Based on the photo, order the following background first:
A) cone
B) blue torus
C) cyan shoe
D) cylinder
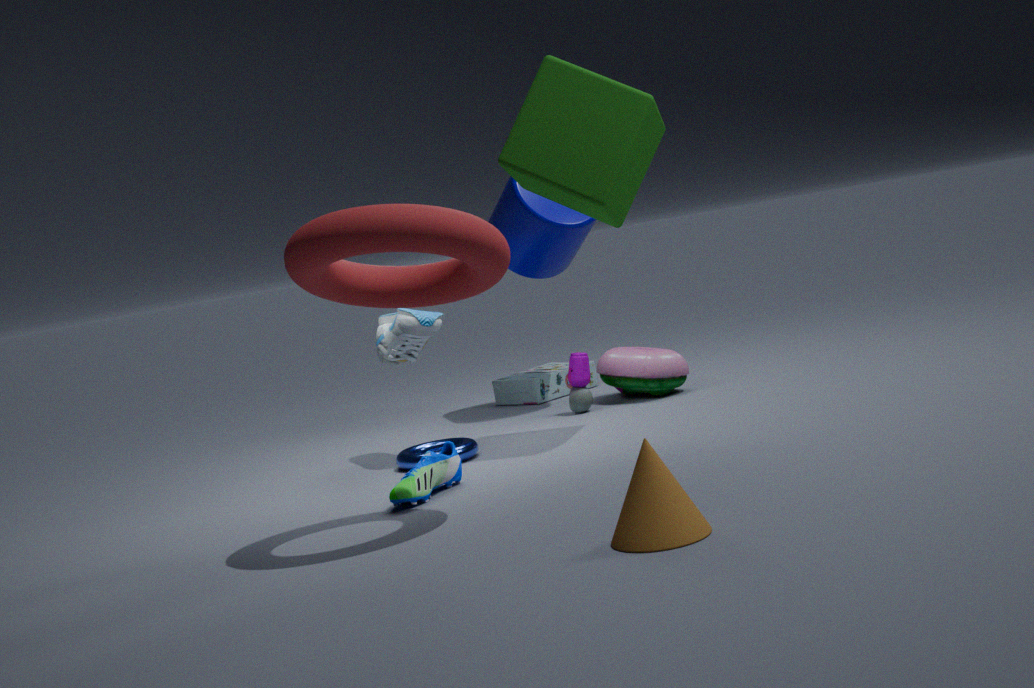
cylinder
blue torus
cyan shoe
cone
